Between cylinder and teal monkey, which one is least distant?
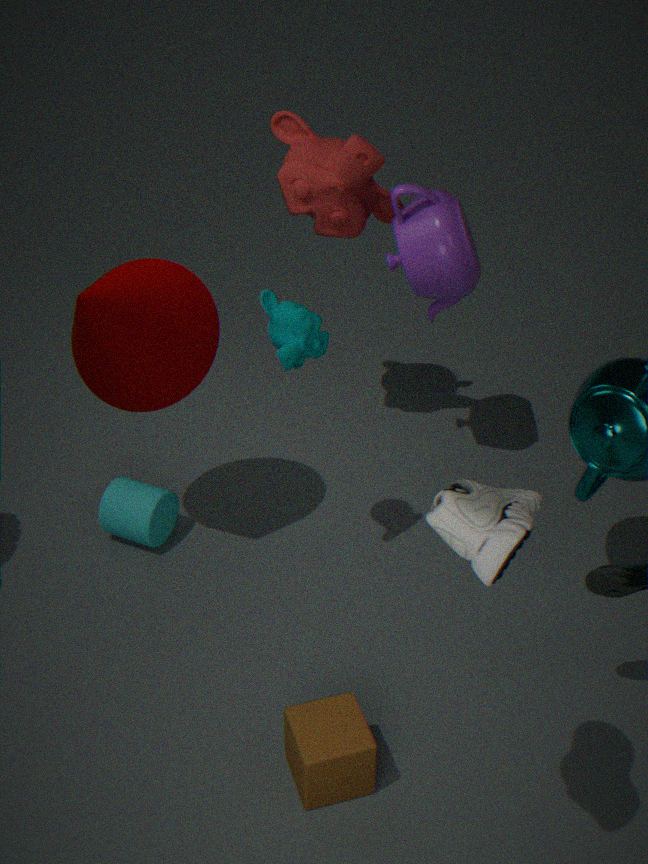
teal monkey
